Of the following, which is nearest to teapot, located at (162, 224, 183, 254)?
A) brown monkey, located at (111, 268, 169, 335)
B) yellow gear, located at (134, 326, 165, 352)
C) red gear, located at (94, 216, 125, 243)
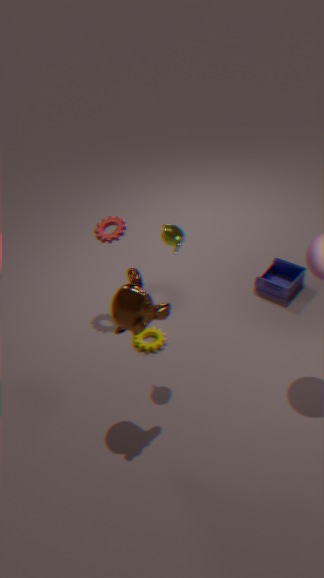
brown monkey, located at (111, 268, 169, 335)
